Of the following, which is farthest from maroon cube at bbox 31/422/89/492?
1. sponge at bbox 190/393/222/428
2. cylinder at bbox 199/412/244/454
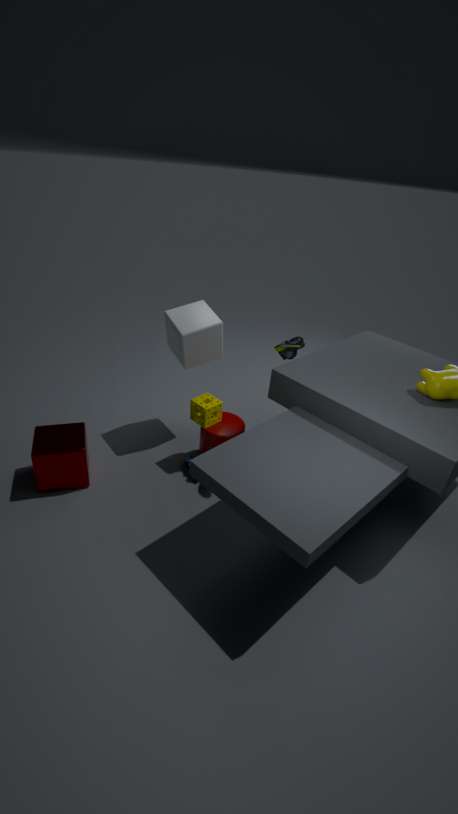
cylinder at bbox 199/412/244/454
